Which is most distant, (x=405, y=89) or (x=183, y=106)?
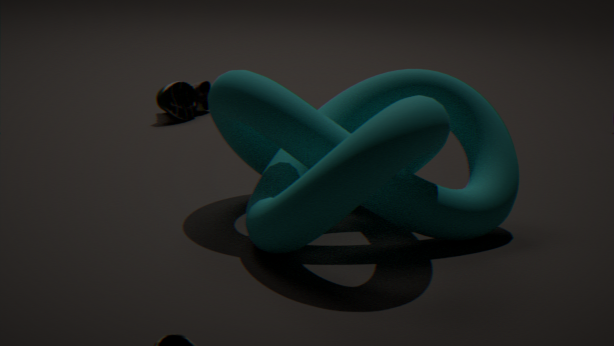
(x=183, y=106)
